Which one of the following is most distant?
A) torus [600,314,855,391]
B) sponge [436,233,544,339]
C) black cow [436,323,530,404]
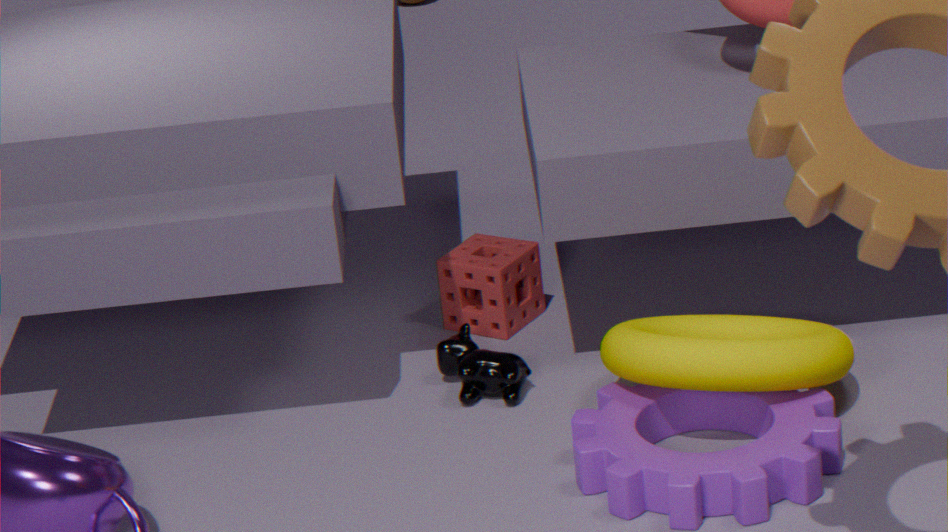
sponge [436,233,544,339]
